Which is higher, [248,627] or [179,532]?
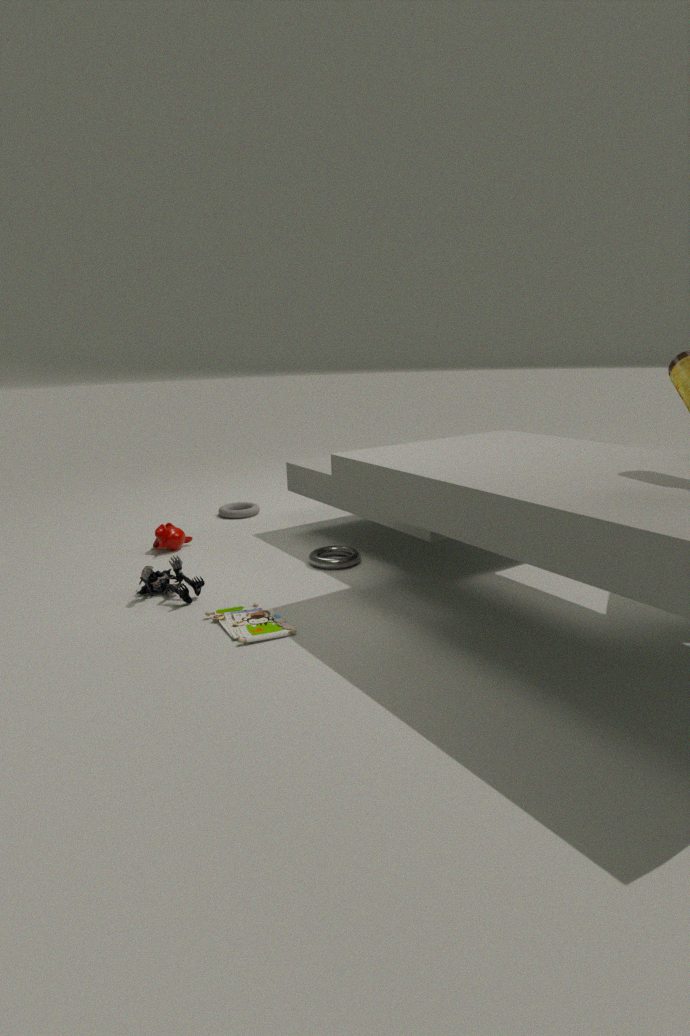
[179,532]
